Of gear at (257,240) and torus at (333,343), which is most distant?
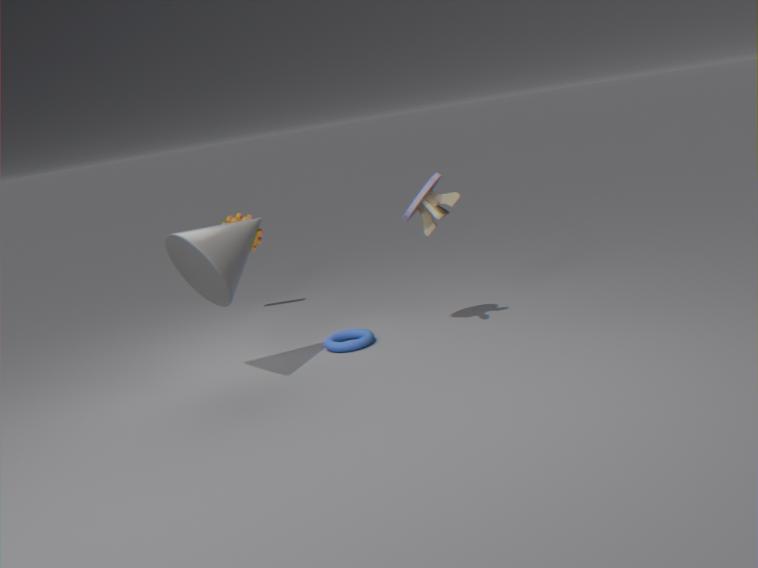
gear at (257,240)
